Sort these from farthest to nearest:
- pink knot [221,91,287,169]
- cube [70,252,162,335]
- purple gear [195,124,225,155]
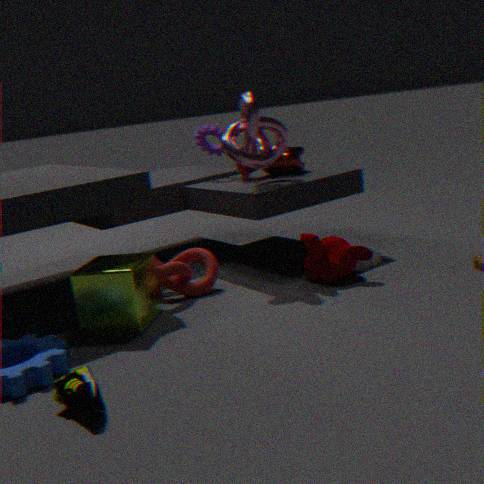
purple gear [195,124,225,155], pink knot [221,91,287,169], cube [70,252,162,335]
